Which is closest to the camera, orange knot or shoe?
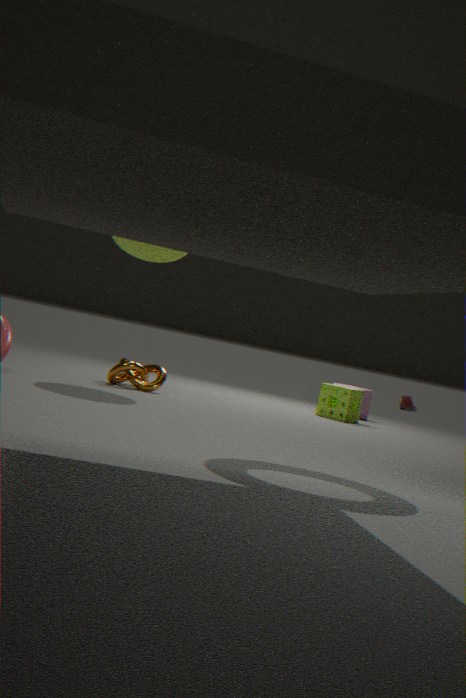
orange knot
